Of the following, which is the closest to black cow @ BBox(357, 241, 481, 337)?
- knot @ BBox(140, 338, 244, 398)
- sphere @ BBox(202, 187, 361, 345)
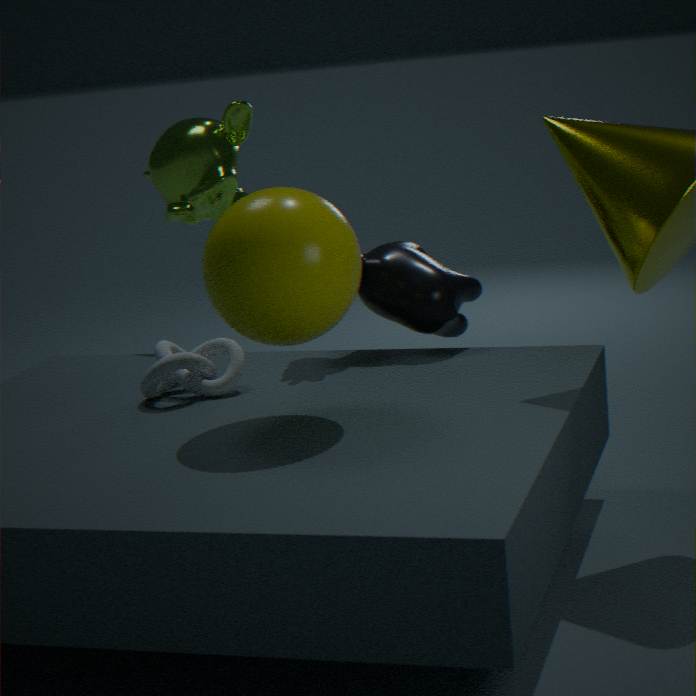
knot @ BBox(140, 338, 244, 398)
